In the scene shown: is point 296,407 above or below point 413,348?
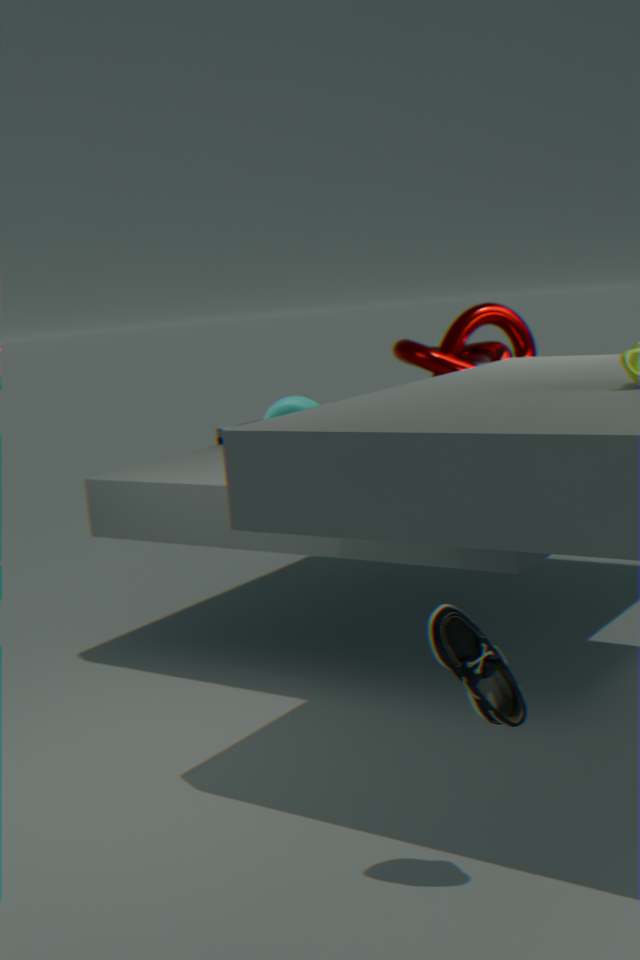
below
